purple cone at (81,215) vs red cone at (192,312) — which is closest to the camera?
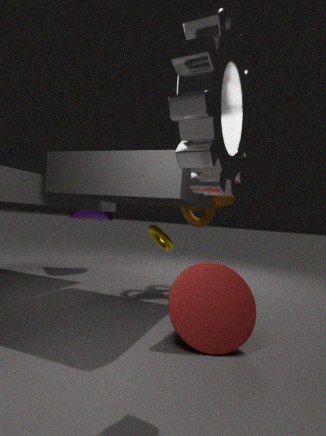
red cone at (192,312)
